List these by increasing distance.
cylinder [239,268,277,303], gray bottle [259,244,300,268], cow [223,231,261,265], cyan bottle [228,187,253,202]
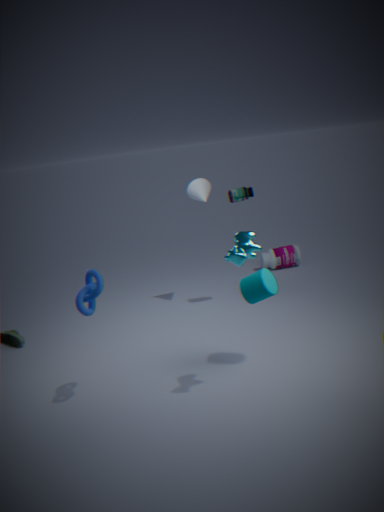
cow [223,231,261,265] → cylinder [239,268,277,303] → cyan bottle [228,187,253,202] → gray bottle [259,244,300,268]
